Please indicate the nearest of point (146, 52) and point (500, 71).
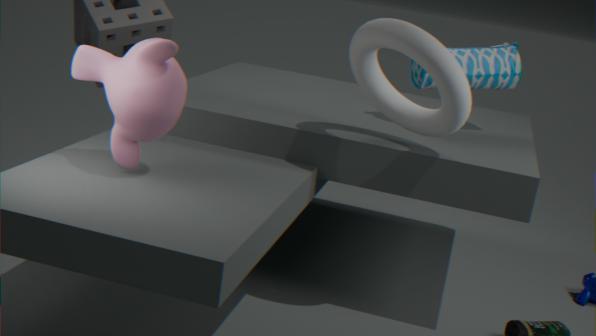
point (146, 52)
